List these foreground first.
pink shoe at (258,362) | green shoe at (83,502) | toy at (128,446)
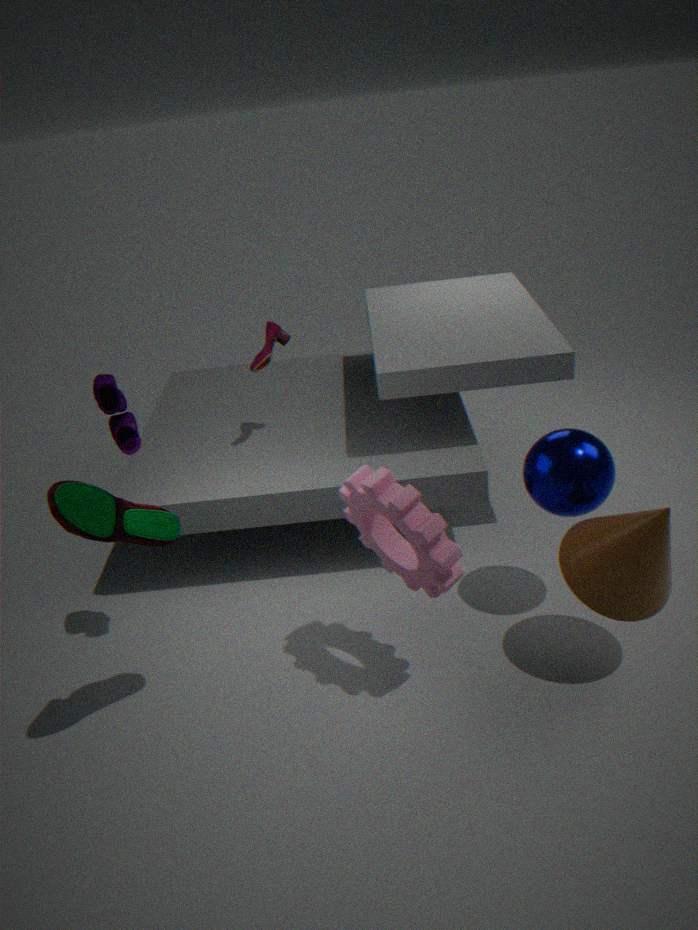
green shoe at (83,502), toy at (128,446), pink shoe at (258,362)
